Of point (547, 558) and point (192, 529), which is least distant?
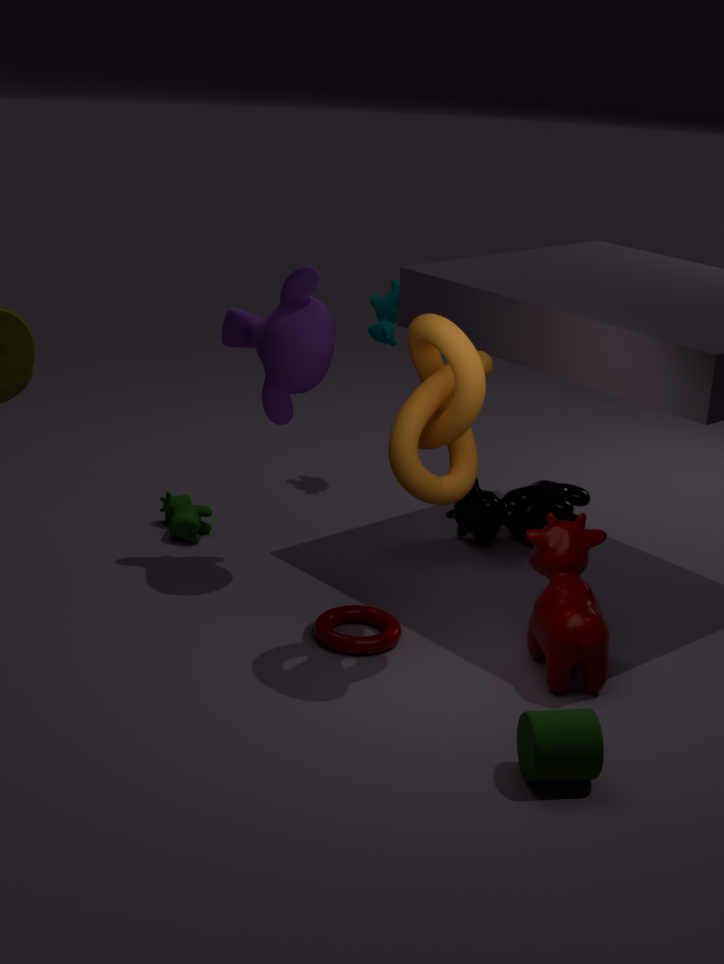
point (547, 558)
